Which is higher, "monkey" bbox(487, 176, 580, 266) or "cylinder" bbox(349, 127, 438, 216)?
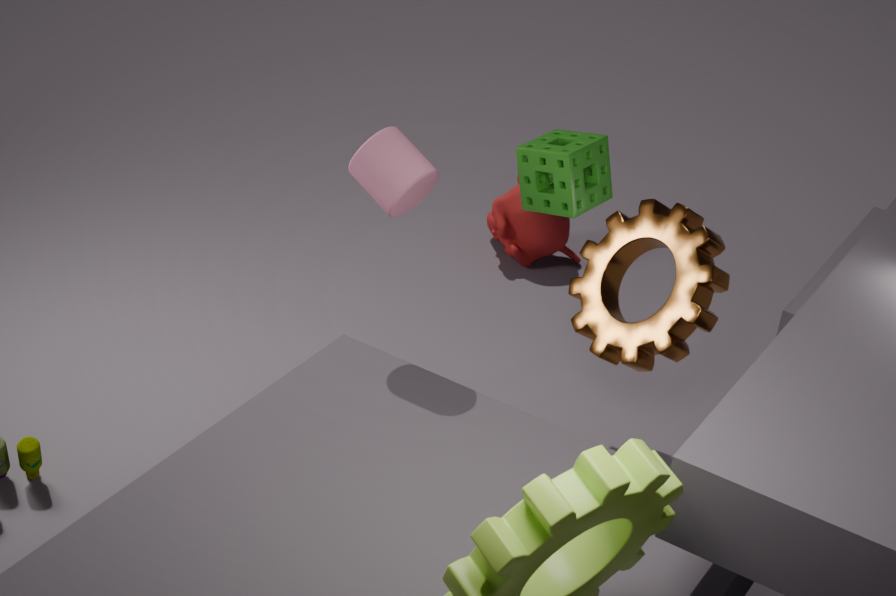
"cylinder" bbox(349, 127, 438, 216)
